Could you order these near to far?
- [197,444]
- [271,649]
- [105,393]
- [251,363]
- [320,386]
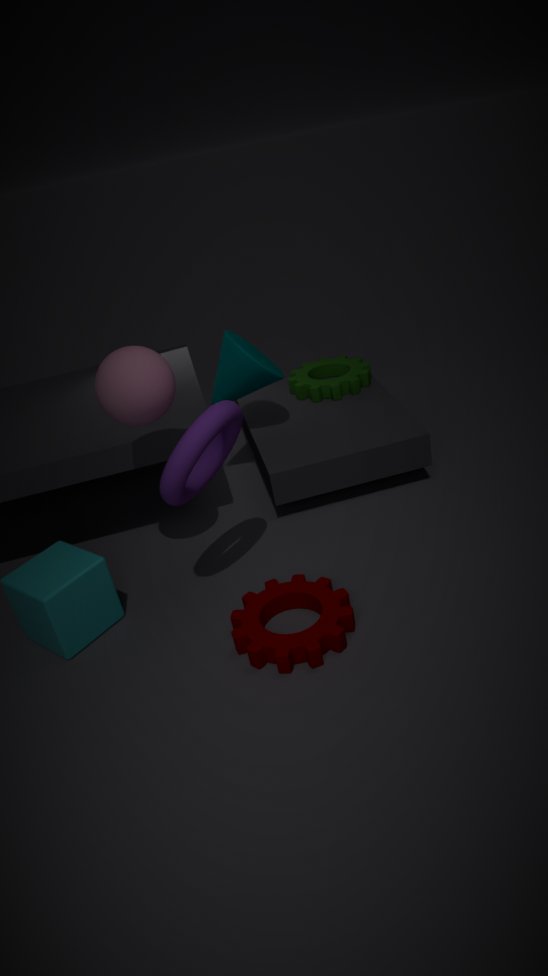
[197,444], [271,649], [105,393], [251,363], [320,386]
